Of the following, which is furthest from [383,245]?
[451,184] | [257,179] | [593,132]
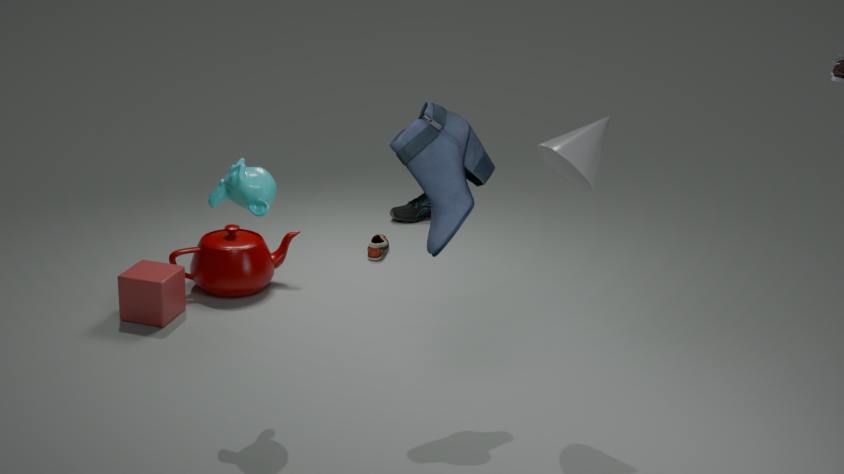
[593,132]
